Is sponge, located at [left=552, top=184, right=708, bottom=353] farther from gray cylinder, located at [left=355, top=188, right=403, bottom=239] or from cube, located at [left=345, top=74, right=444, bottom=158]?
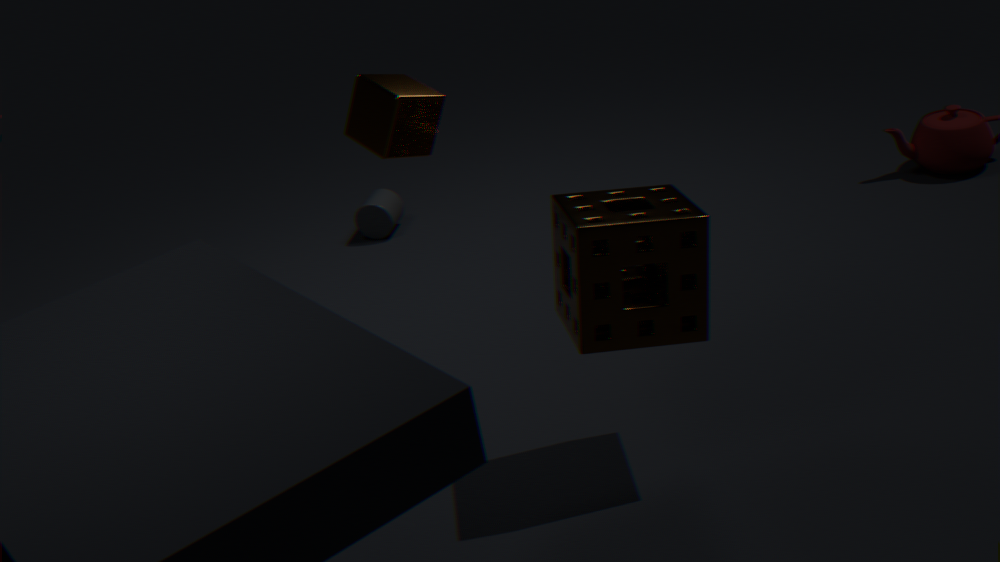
gray cylinder, located at [left=355, top=188, right=403, bottom=239]
